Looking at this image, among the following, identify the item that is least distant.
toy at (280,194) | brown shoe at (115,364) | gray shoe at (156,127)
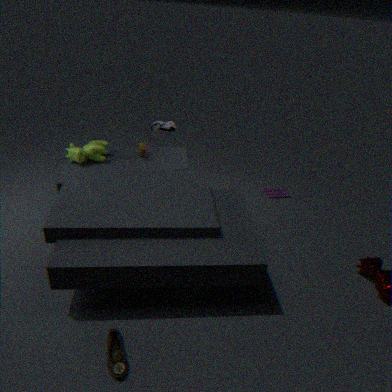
brown shoe at (115,364)
